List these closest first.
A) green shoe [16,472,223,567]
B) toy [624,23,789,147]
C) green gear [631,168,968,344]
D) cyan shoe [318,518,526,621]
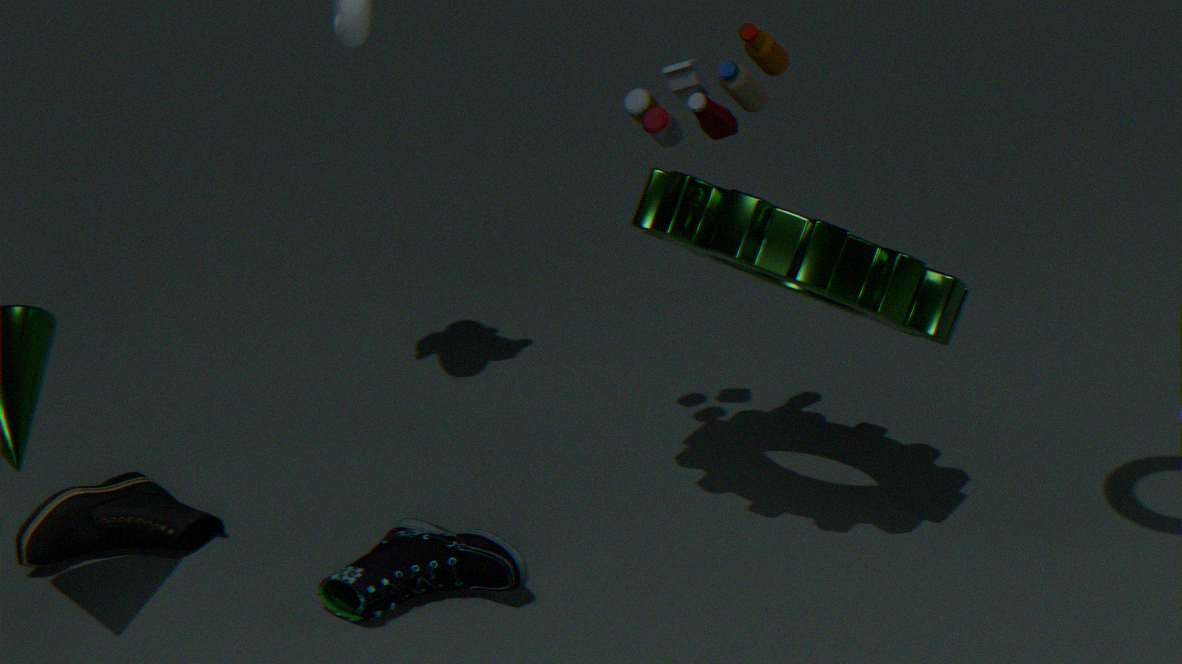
green gear [631,168,968,344] < toy [624,23,789,147] < cyan shoe [318,518,526,621] < green shoe [16,472,223,567]
